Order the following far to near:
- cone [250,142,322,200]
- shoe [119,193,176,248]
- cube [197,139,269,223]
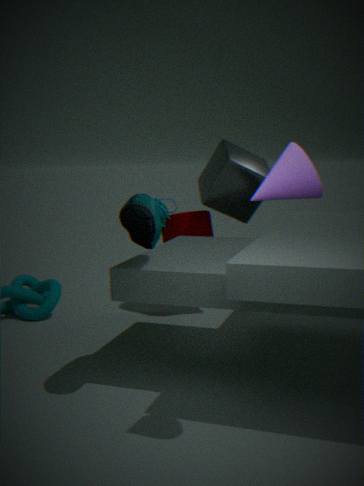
cube [197,139,269,223] < shoe [119,193,176,248] < cone [250,142,322,200]
